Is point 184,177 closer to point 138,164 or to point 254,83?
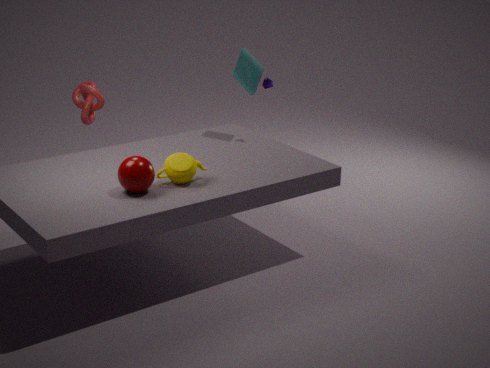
point 138,164
